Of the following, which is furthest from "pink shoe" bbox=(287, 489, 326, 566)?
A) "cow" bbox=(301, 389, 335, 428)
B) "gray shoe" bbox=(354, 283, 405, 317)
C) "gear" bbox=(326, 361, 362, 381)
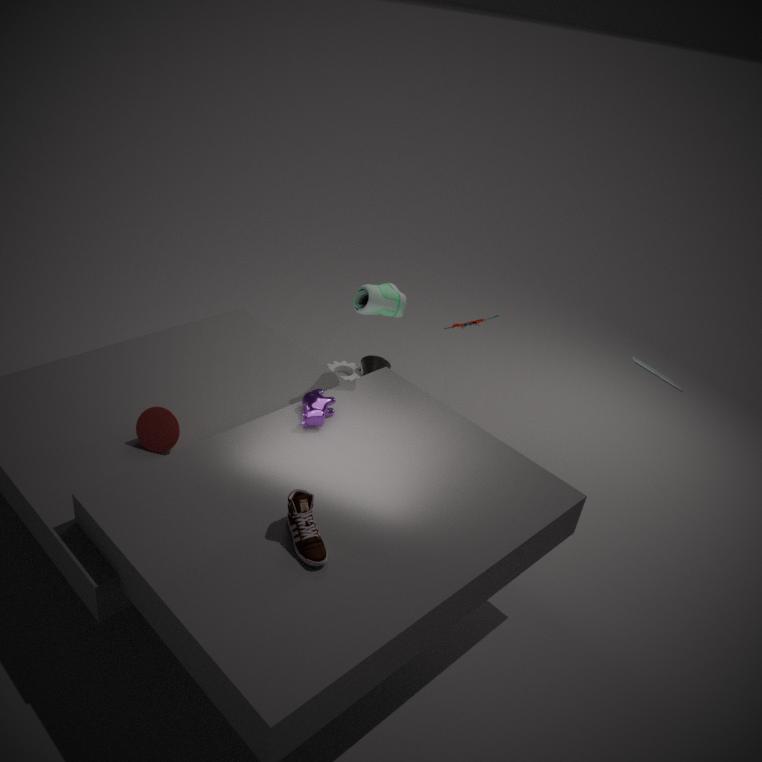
"gear" bbox=(326, 361, 362, 381)
